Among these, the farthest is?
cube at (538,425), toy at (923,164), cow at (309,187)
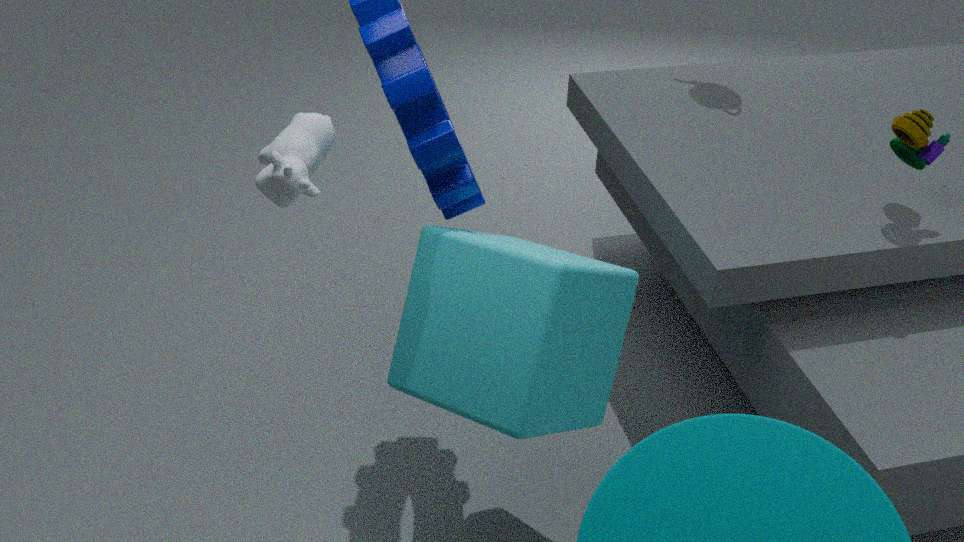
toy at (923,164)
